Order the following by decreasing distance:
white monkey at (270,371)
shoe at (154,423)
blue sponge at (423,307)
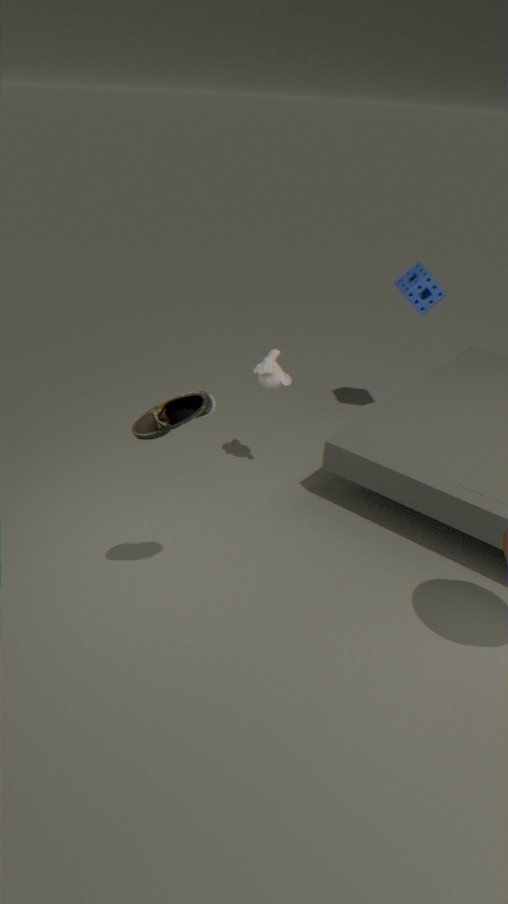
blue sponge at (423,307)
white monkey at (270,371)
shoe at (154,423)
